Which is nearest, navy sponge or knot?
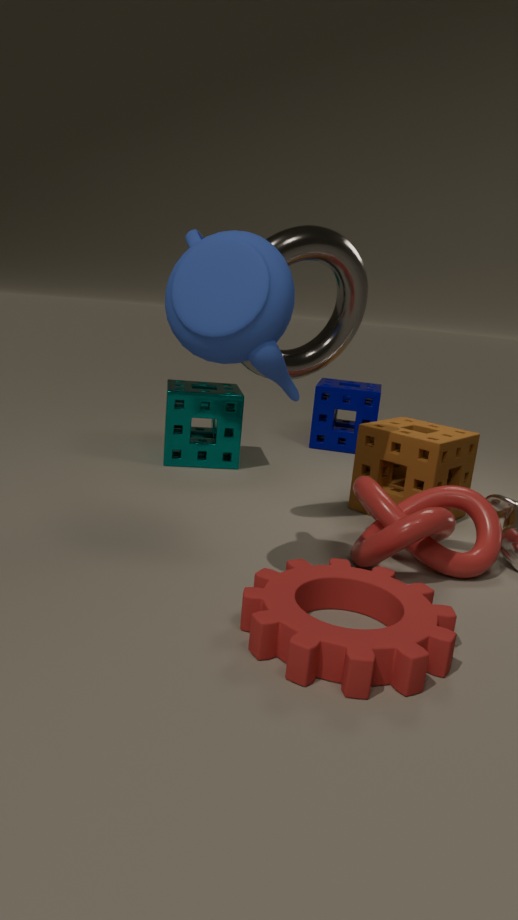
knot
